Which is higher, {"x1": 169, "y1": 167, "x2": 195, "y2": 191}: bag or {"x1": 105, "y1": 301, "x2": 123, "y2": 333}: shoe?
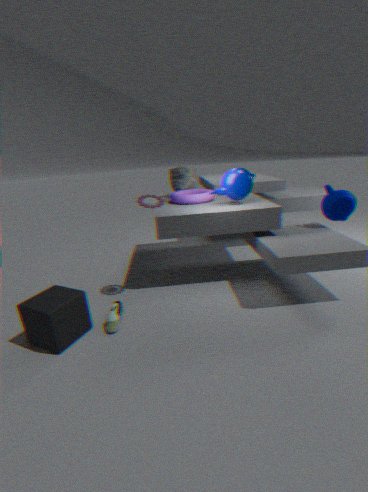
{"x1": 169, "y1": 167, "x2": 195, "y2": 191}: bag
